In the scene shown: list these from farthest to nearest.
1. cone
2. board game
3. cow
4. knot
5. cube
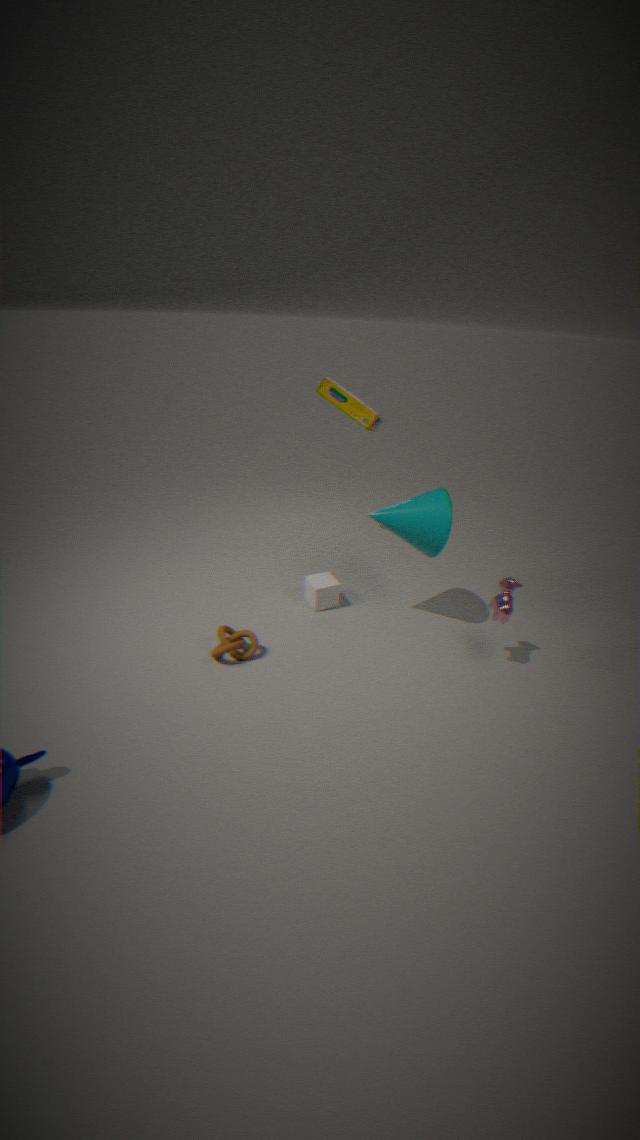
board game → cube → cone → knot → cow
